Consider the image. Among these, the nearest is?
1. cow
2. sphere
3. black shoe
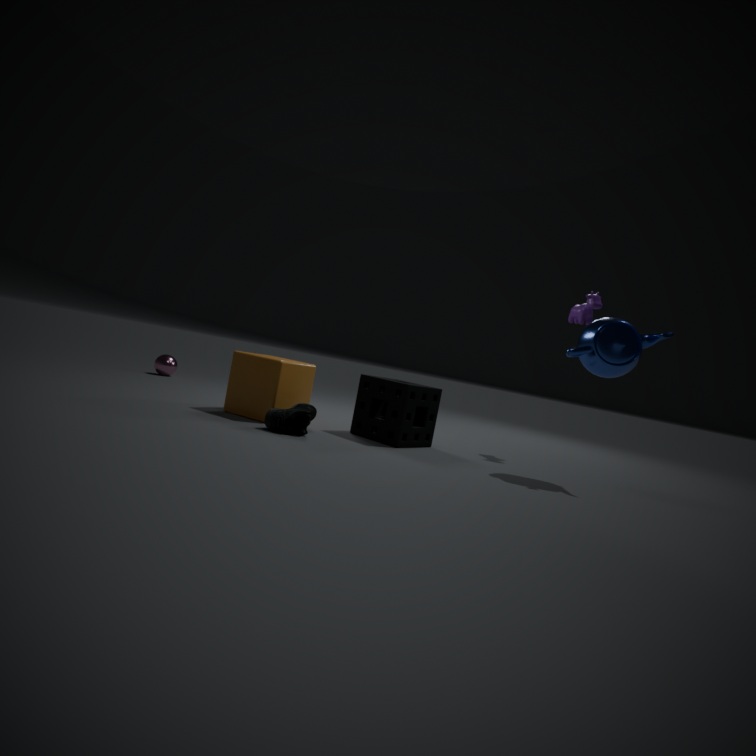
black shoe
